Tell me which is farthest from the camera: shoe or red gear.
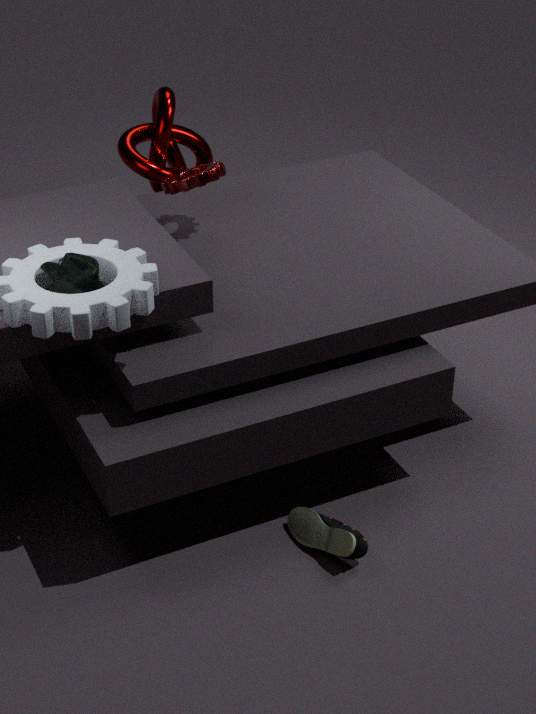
red gear
